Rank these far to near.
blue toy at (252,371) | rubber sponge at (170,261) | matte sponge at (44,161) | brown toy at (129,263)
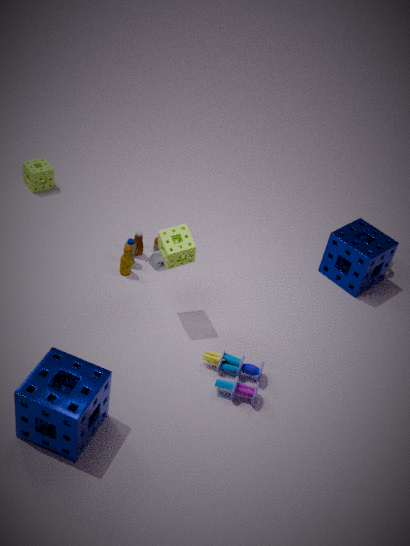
matte sponge at (44,161) < brown toy at (129,263) < rubber sponge at (170,261) < blue toy at (252,371)
